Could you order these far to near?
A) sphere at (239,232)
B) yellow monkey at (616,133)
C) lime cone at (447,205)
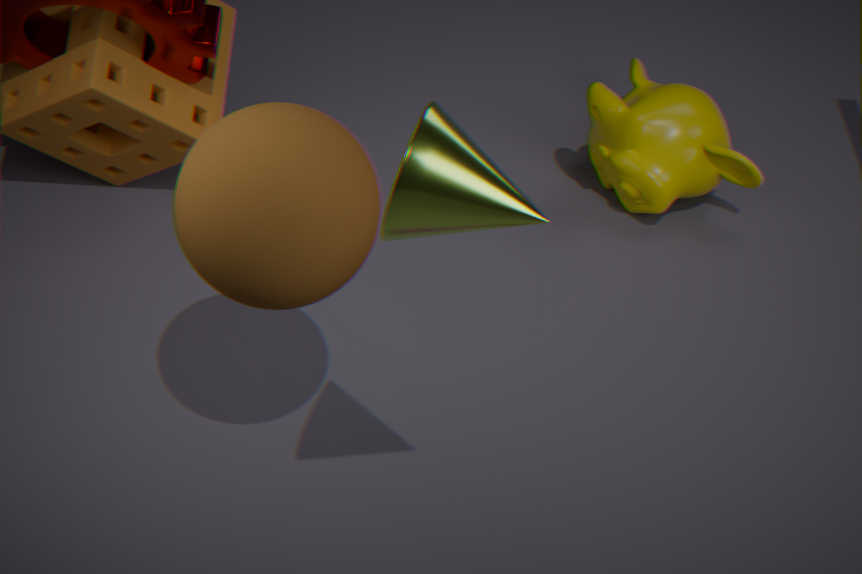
1. yellow monkey at (616,133)
2. sphere at (239,232)
3. lime cone at (447,205)
